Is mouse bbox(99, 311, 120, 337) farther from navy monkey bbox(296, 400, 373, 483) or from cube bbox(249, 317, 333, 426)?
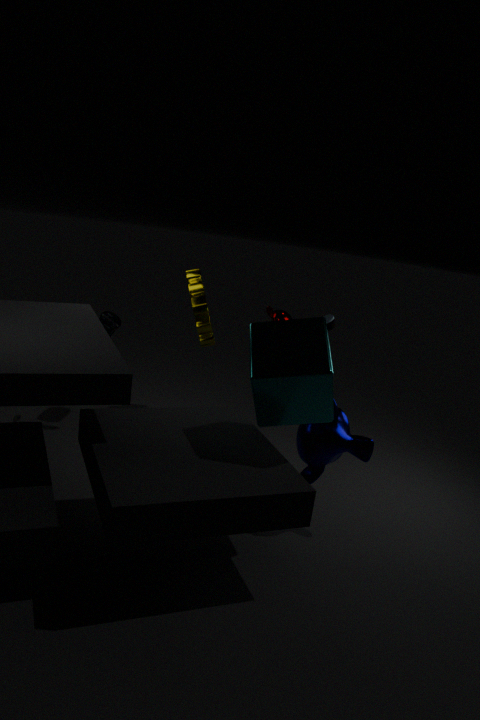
navy monkey bbox(296, 400, 373, 483)
